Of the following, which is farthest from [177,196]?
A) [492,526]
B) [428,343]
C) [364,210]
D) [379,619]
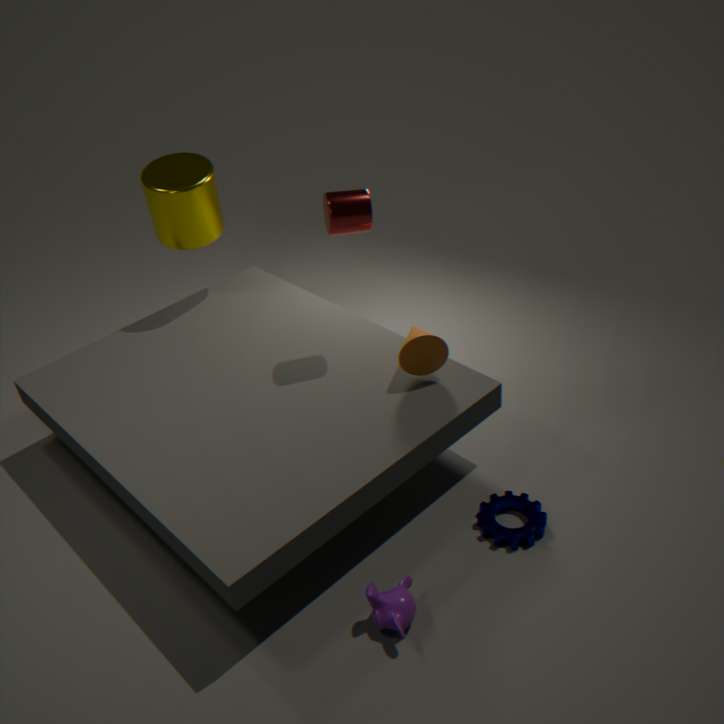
[379,619]
